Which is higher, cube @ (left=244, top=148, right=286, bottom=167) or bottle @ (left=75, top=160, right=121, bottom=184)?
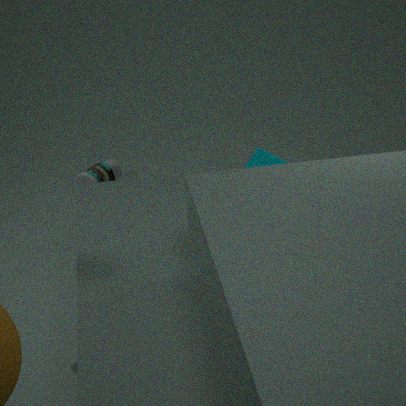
cube @ (left=244, top=148, right=286, bottom=167)
